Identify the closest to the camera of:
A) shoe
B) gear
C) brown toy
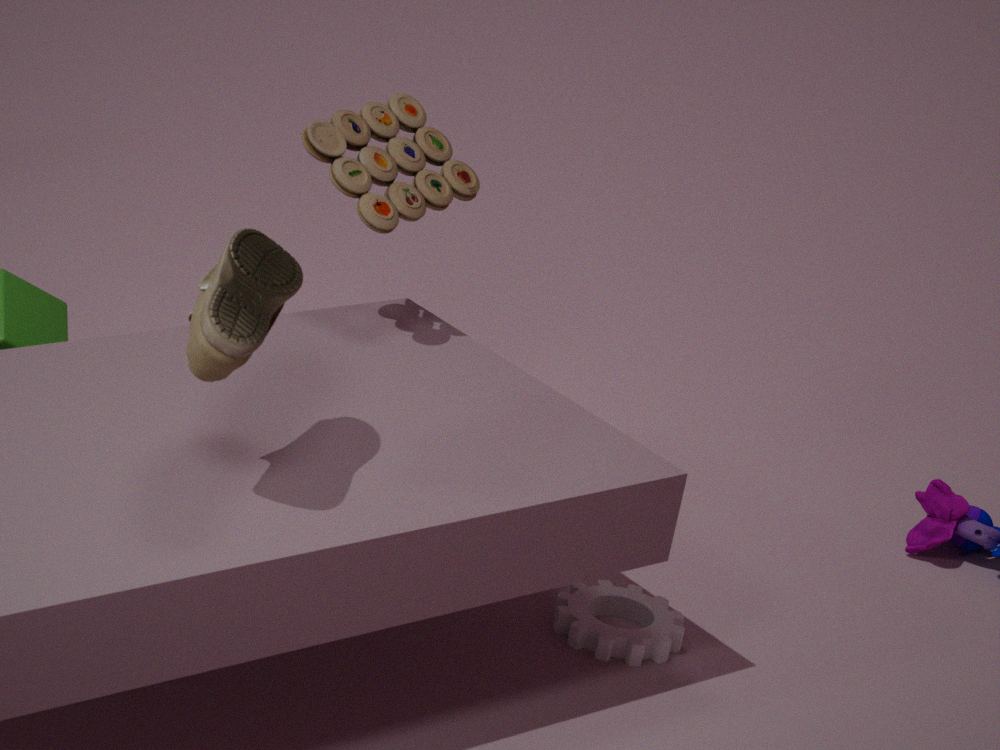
shoe
